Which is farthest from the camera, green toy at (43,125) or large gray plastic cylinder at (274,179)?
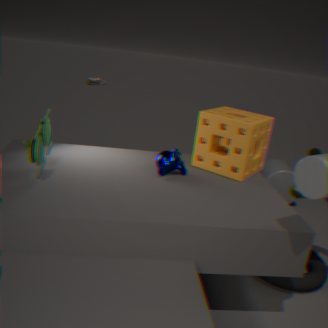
large gray plastic cylinder at (274,179)
